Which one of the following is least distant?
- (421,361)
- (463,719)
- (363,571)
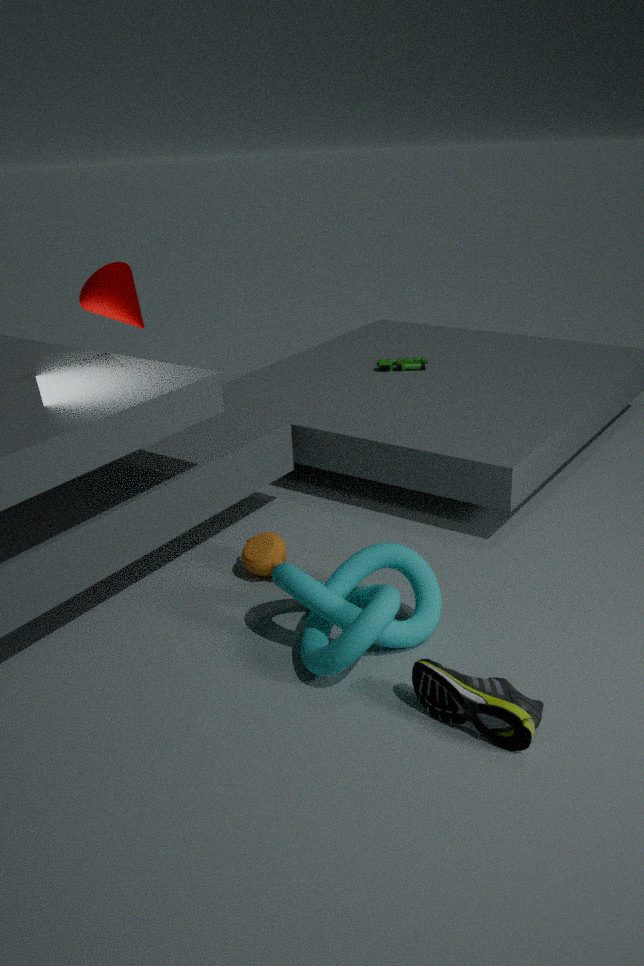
(463,719)
